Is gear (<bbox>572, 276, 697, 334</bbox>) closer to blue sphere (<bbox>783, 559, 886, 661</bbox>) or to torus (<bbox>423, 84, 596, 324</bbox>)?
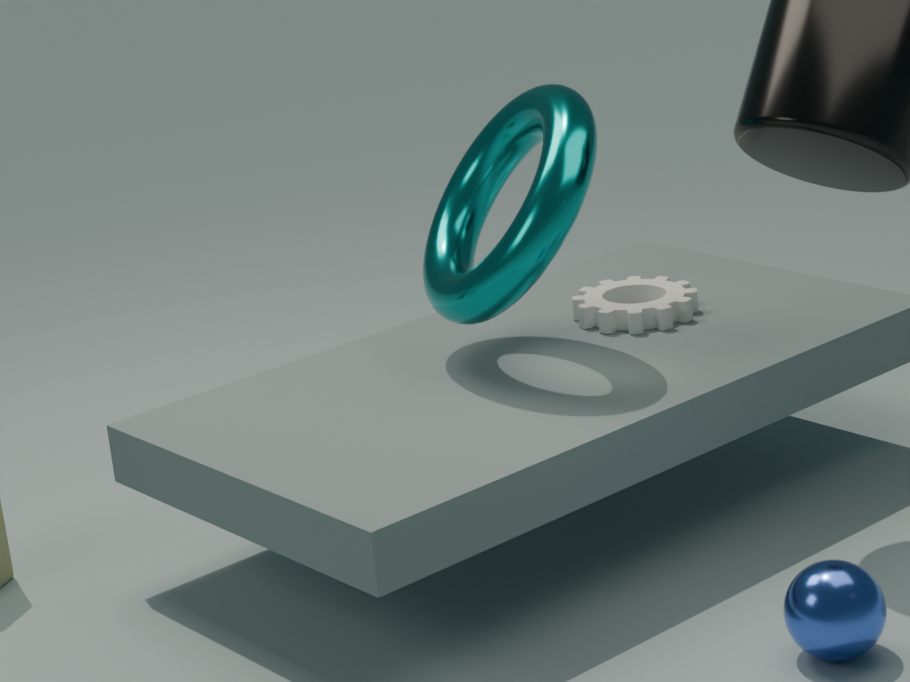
torus (<bbox>423, 84, 596, 324</bbox>)
